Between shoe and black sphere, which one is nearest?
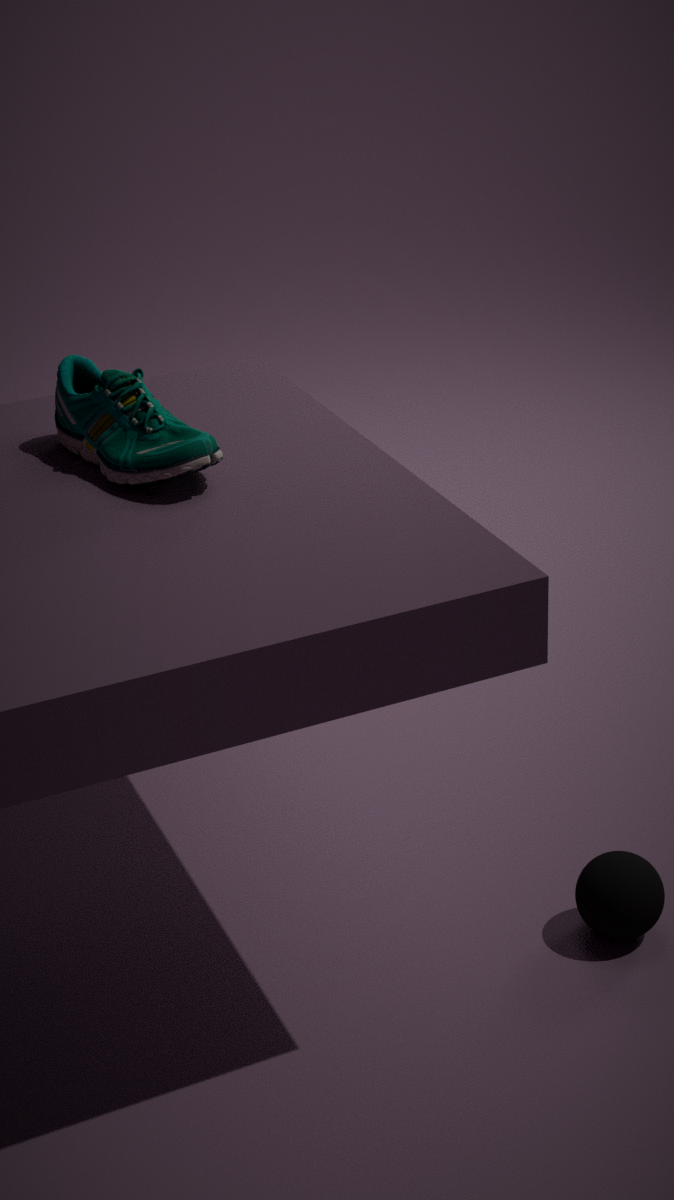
shoe
